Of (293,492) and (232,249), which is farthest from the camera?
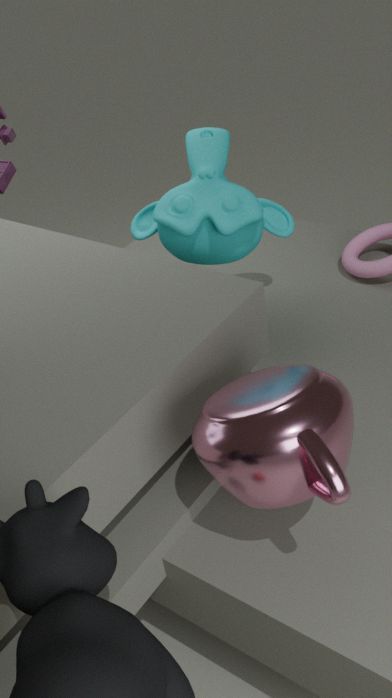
(232,249)
